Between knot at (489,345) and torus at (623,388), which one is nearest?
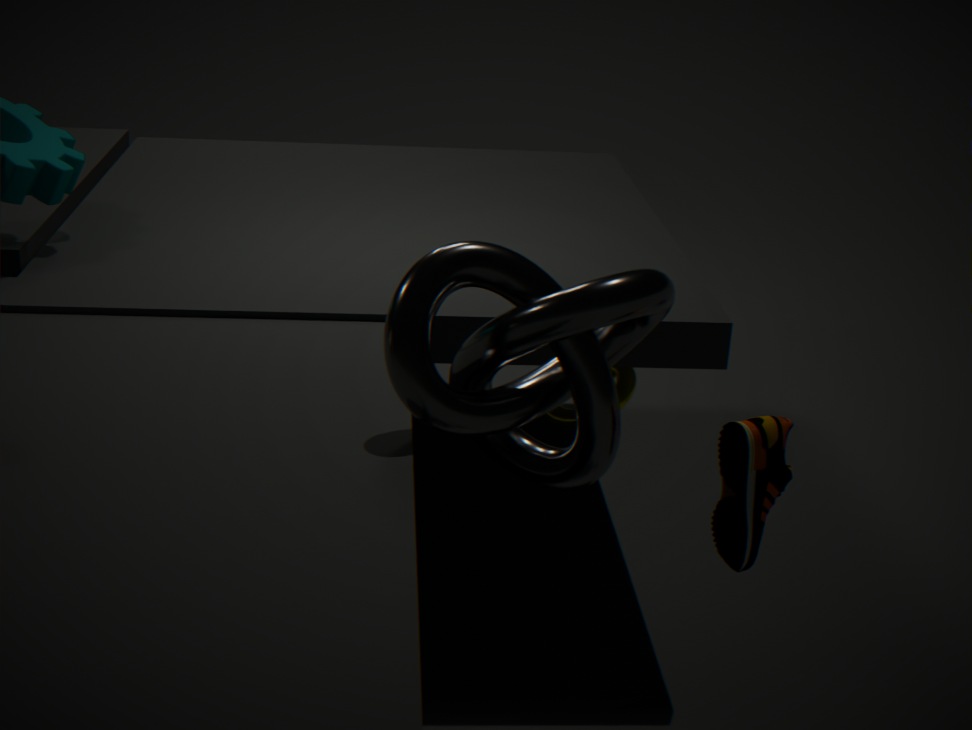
knot at (489,345)
